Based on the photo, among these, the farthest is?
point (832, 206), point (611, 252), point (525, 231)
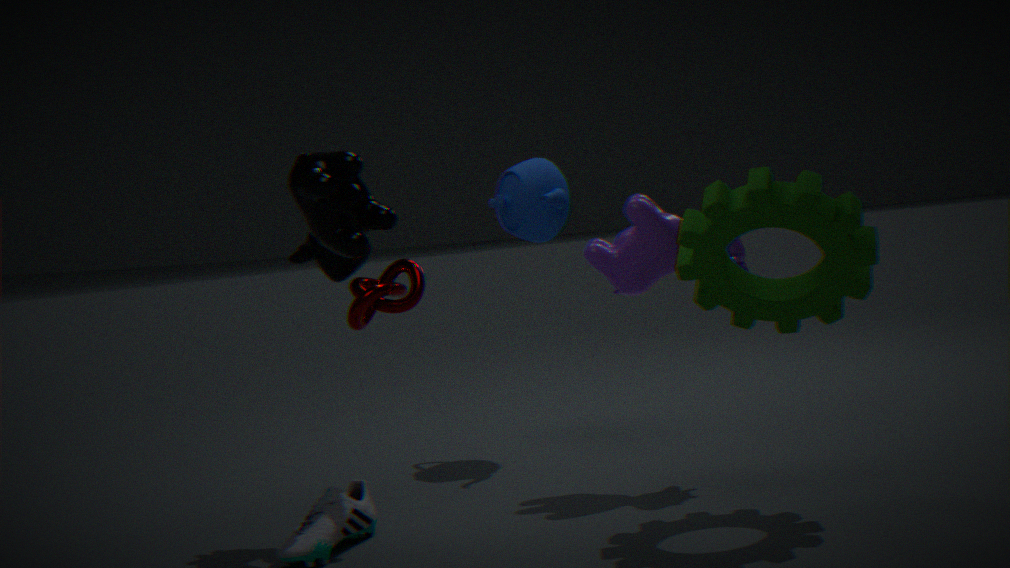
point (525, 231)
